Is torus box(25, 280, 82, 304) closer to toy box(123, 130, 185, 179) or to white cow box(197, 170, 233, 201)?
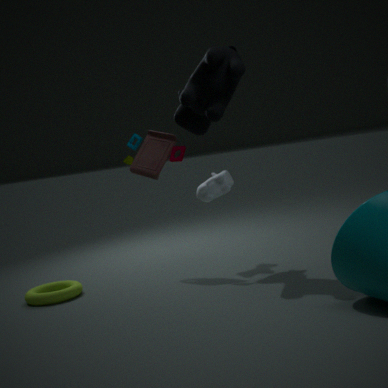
toy box(123, 130, 185, 179)
